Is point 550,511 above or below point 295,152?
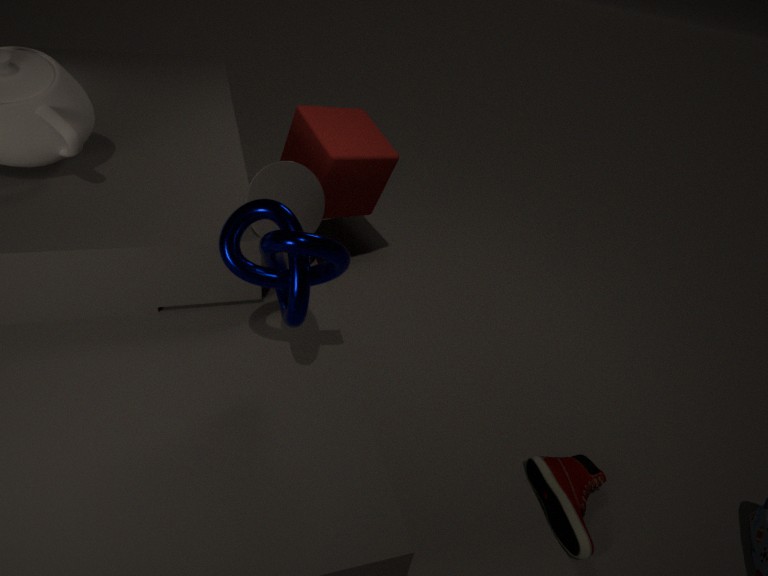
below
